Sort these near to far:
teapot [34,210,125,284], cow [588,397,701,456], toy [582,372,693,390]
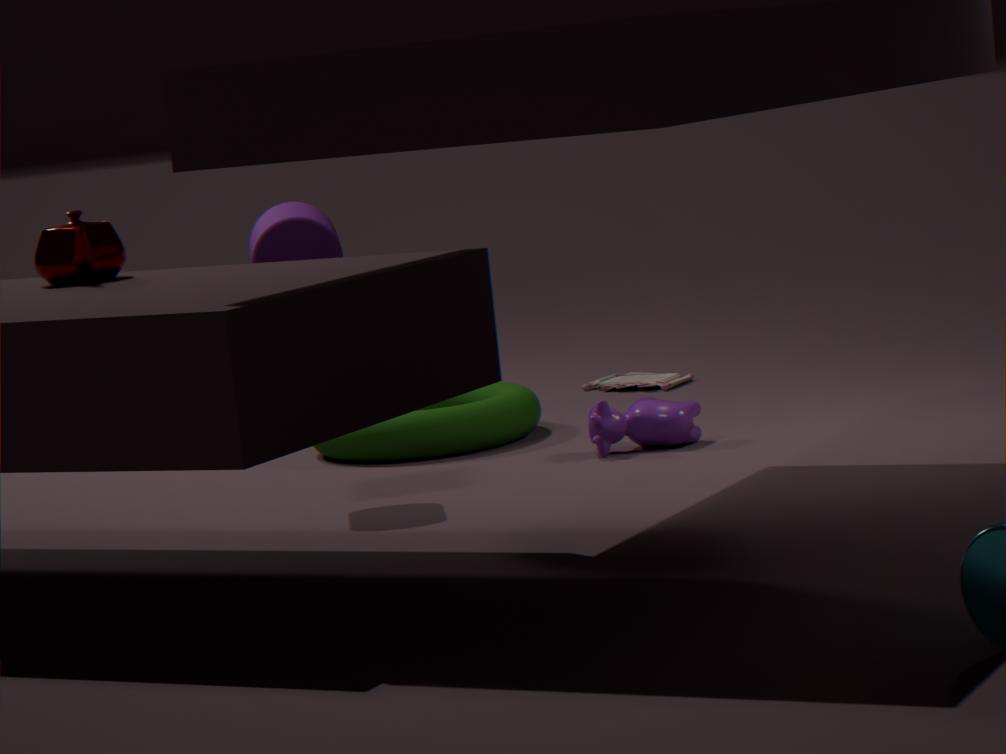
1. teapot [34,210,125,284]
2. cow [588,397,701,456]
3. toy [582,372,693,390]
